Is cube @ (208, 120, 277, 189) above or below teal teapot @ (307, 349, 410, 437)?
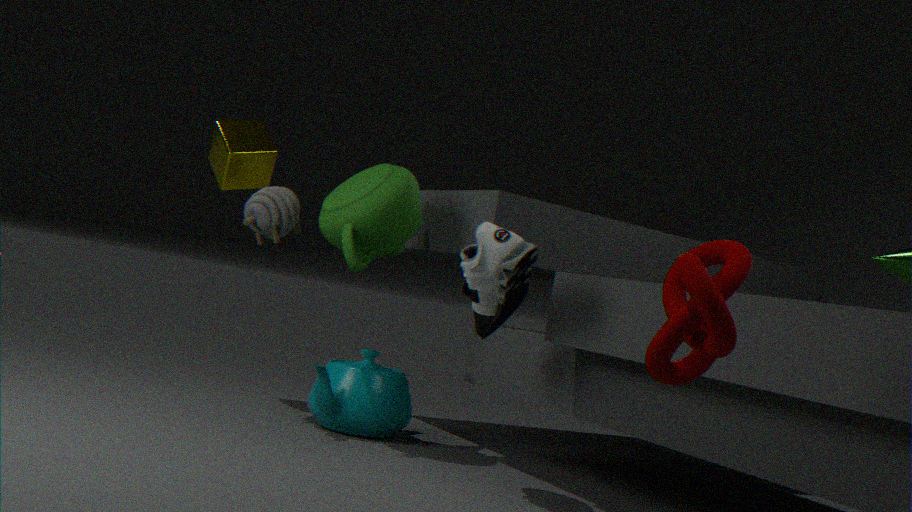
above
